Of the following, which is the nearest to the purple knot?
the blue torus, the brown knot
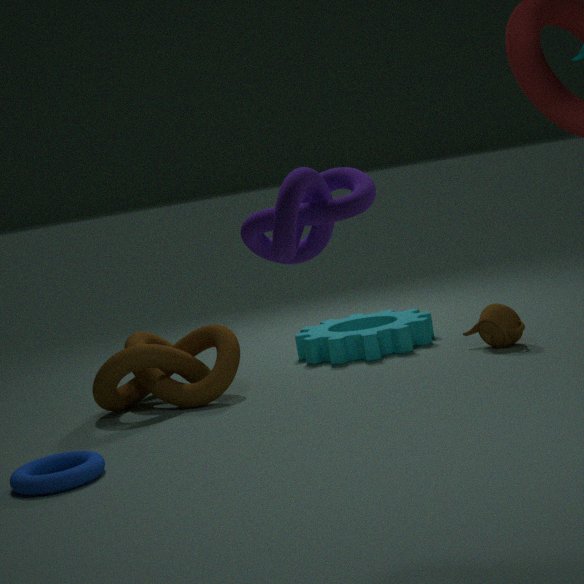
the blue torus
